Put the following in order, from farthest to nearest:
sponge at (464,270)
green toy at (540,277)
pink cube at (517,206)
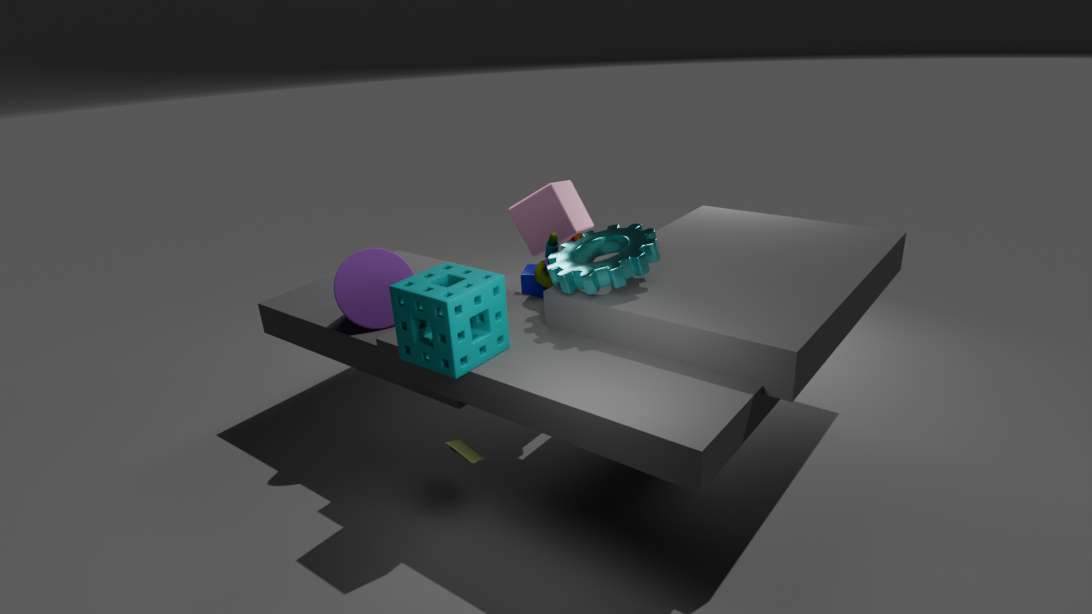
pink cube at (517,206) → green toy at (540,277) → sponge at (464,270)
